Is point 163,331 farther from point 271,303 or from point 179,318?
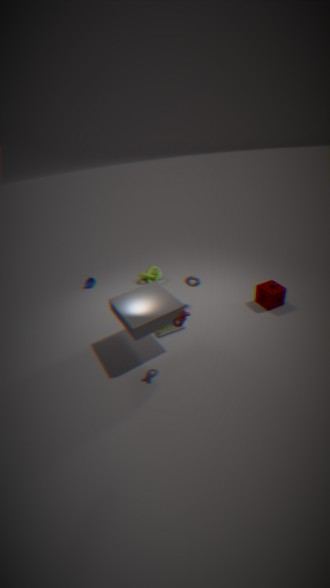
point 271,303
